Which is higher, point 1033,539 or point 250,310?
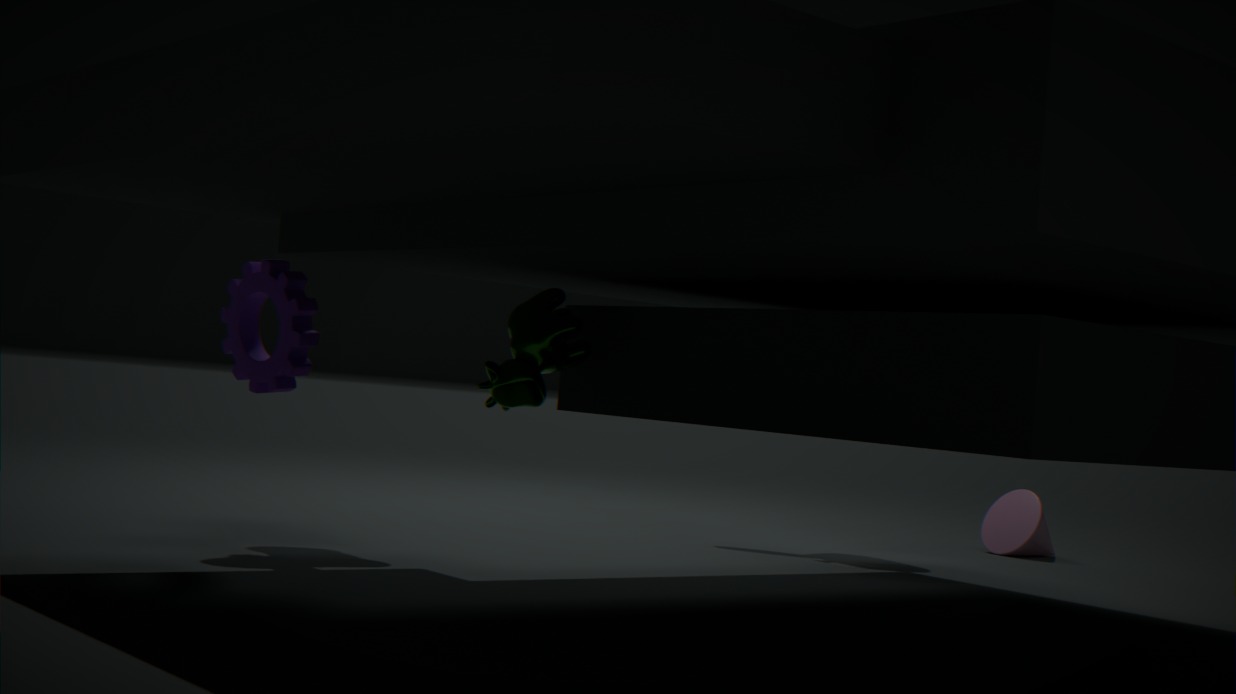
point 250,310
